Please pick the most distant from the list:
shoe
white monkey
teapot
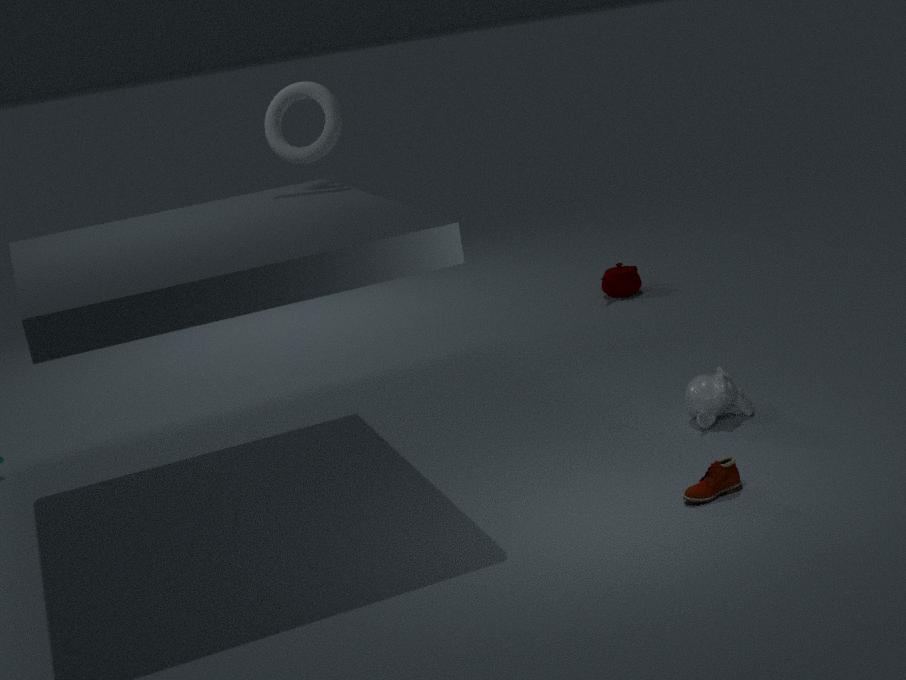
teapot
